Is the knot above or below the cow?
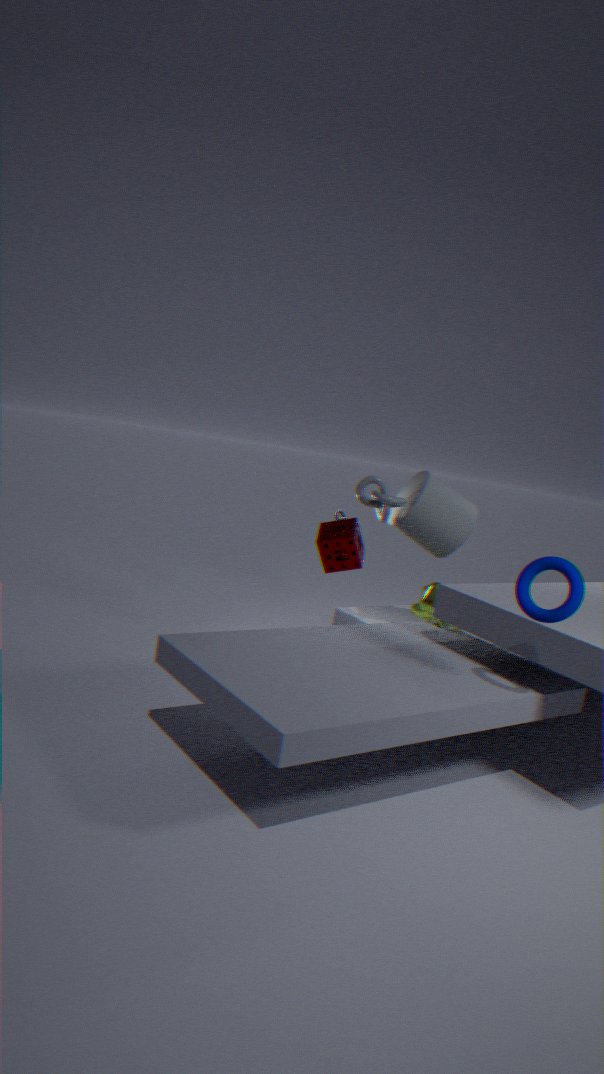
above
